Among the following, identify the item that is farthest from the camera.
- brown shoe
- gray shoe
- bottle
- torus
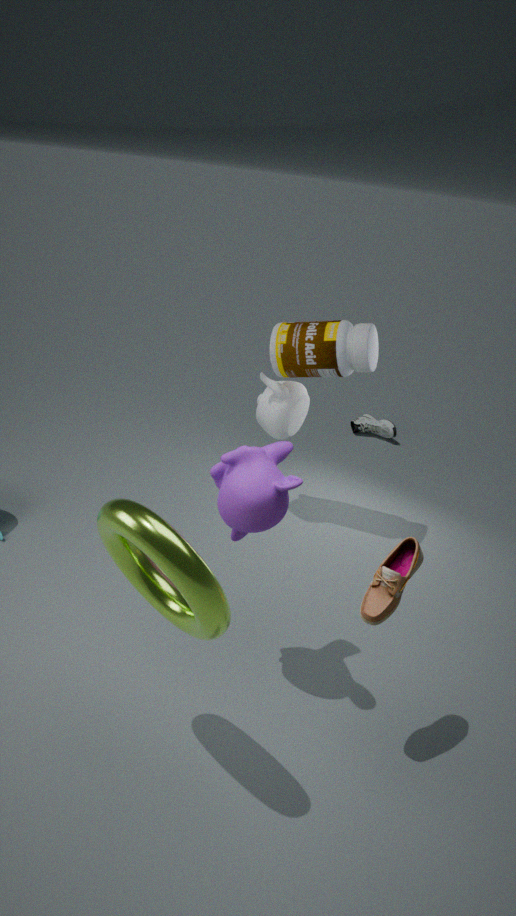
gray shoe
